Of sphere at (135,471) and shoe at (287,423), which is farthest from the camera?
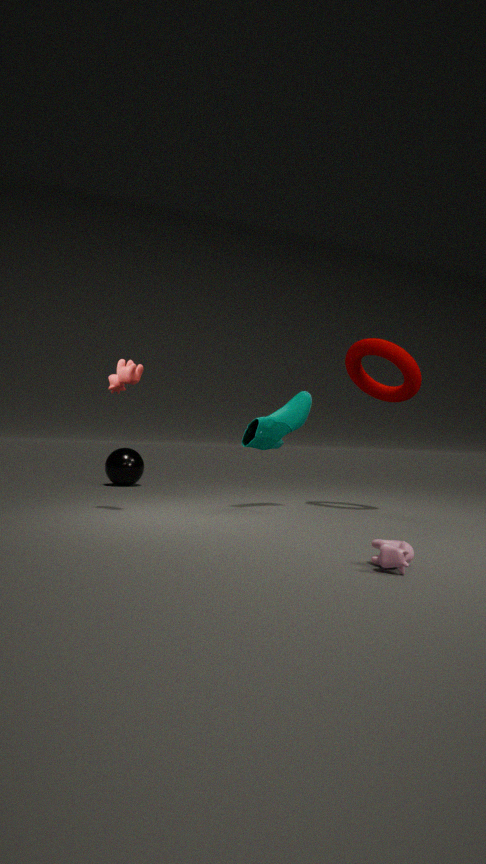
sphere at (135,471)
